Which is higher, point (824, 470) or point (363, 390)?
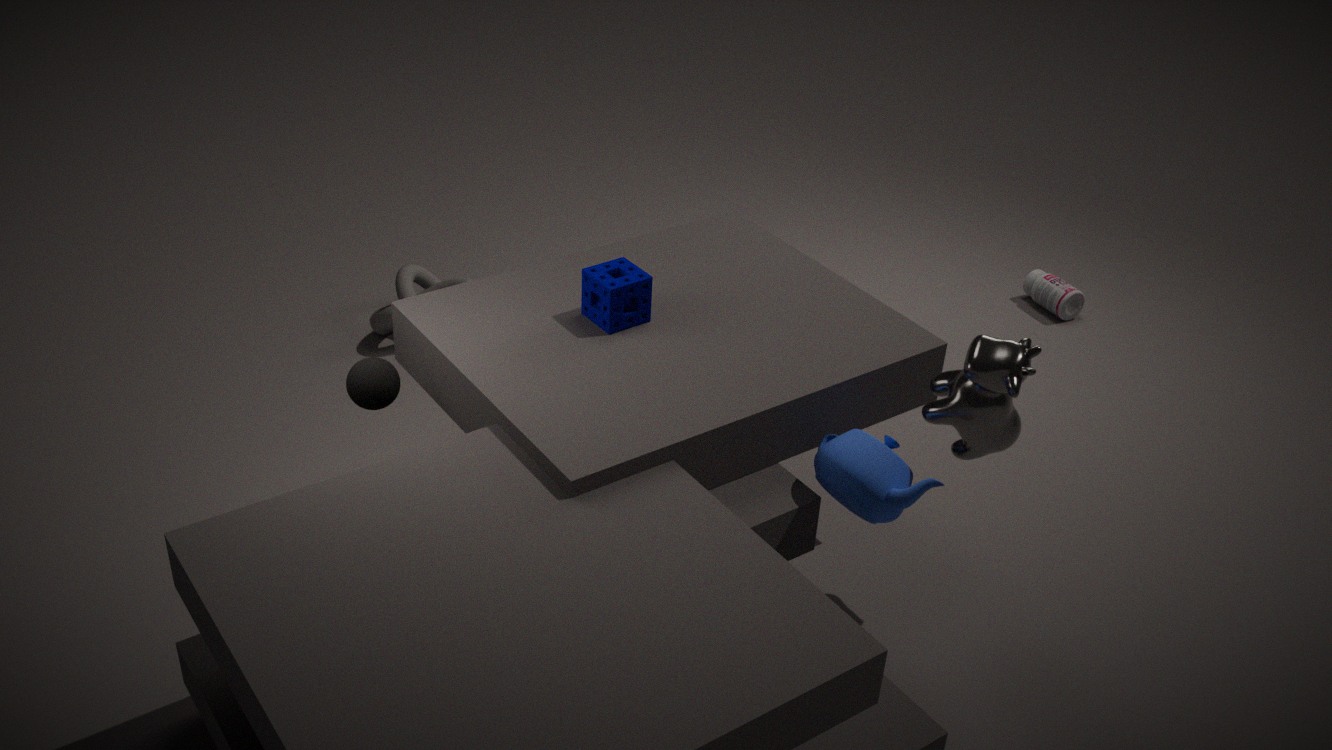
point (363, 390)
